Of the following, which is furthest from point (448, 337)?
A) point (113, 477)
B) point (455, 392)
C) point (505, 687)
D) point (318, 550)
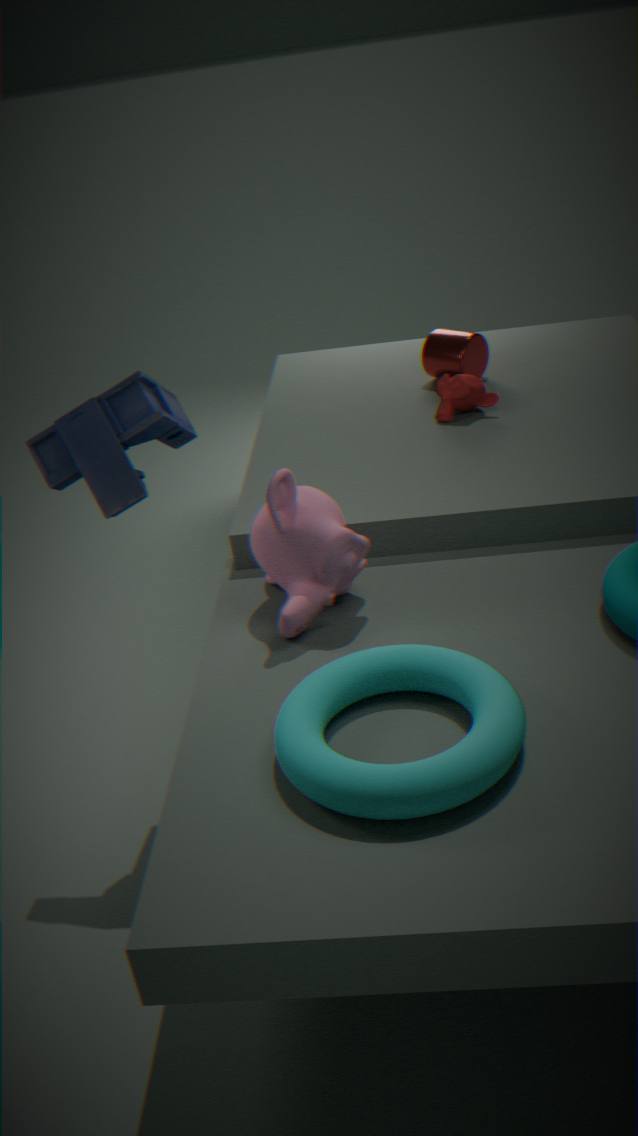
point (505, 687)
